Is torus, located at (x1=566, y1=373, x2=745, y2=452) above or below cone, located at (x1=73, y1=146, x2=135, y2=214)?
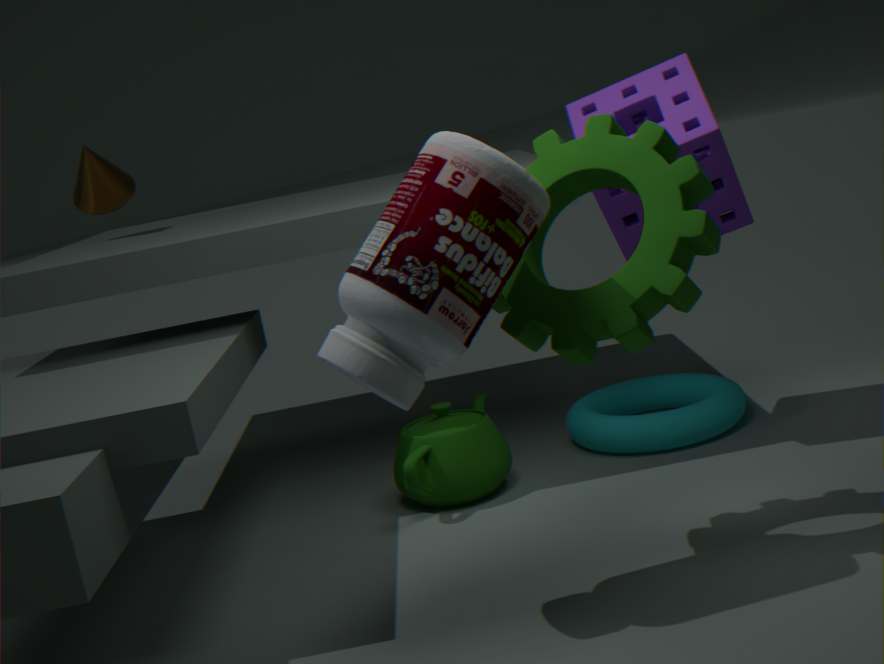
below
